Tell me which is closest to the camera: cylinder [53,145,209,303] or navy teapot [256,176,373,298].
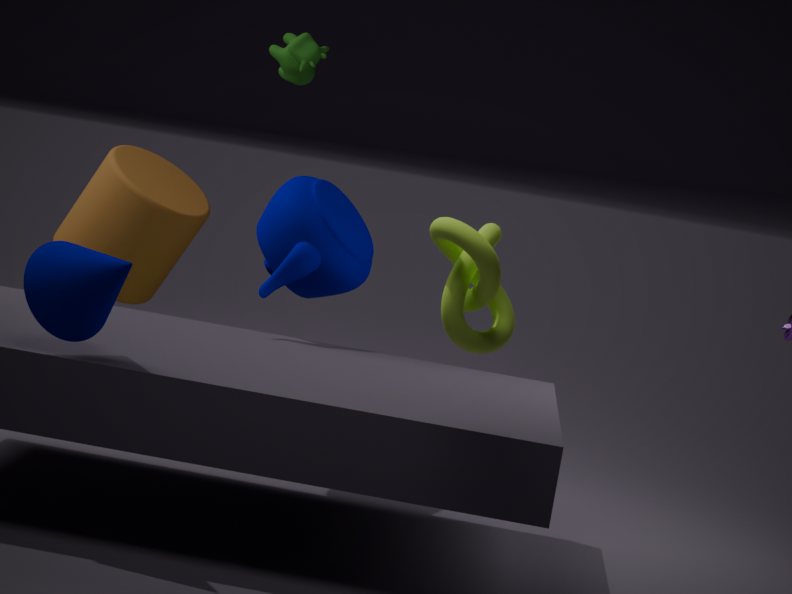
navy teapot [256,176,373,298]
